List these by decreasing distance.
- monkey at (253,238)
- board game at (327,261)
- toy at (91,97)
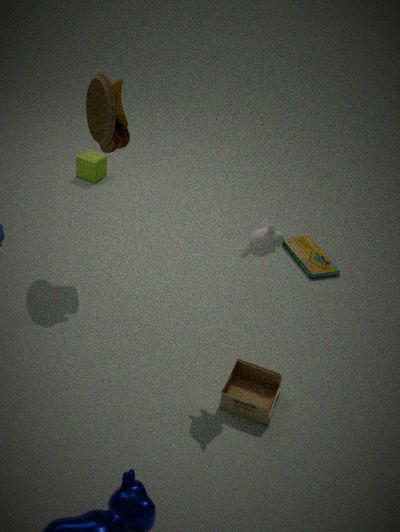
board game at (327,261), toy at (91,97), monkey at (253,238)
